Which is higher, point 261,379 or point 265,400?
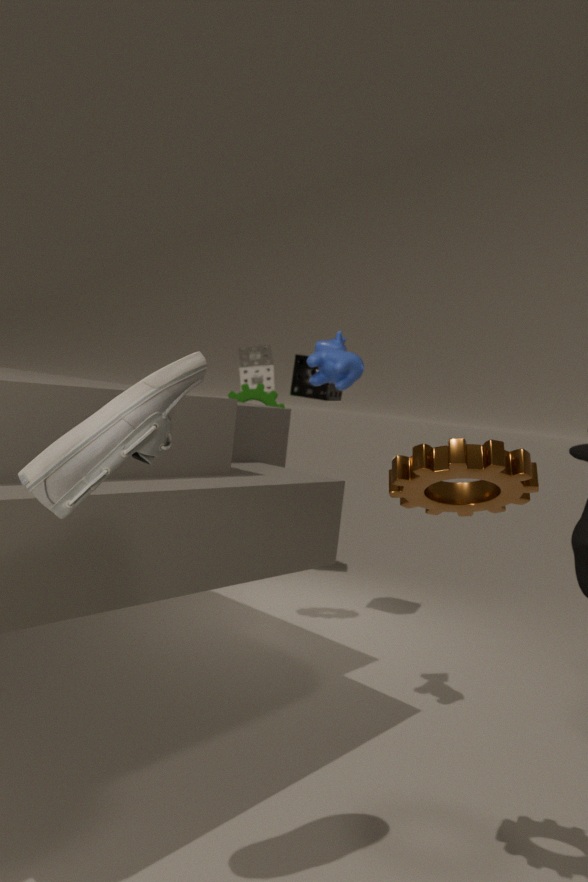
point 261,379
